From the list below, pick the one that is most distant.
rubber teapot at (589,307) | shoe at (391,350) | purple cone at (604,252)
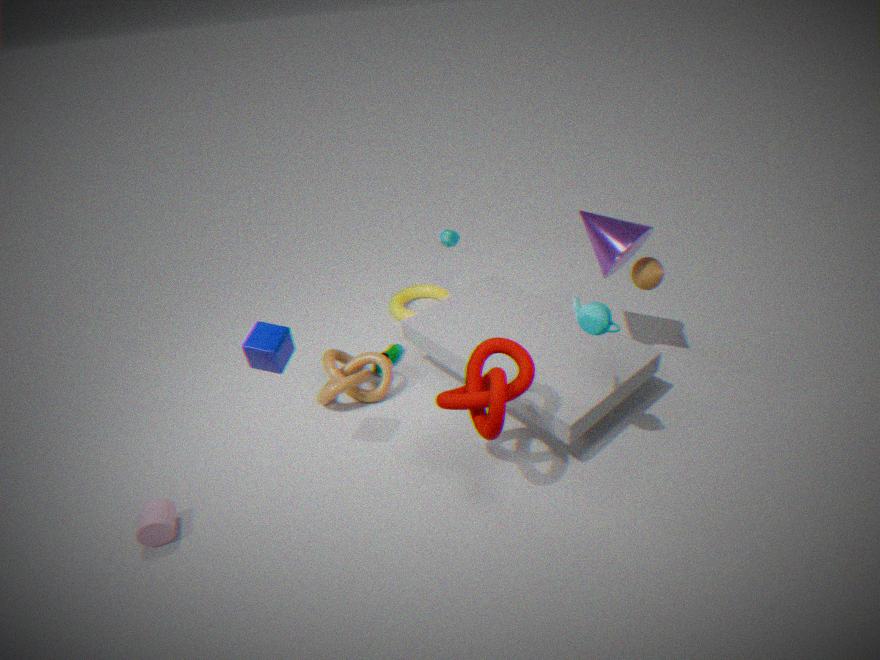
shoe at (391,350)
